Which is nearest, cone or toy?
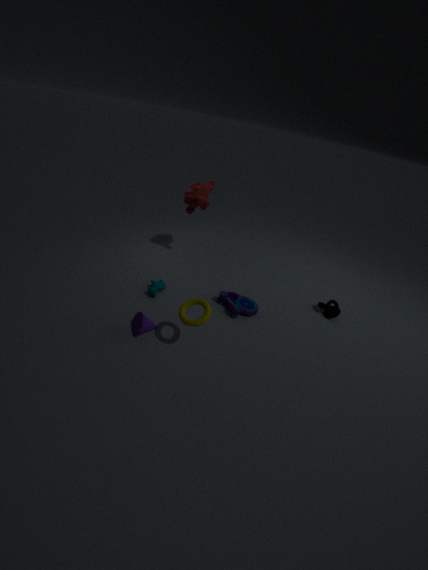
cone
